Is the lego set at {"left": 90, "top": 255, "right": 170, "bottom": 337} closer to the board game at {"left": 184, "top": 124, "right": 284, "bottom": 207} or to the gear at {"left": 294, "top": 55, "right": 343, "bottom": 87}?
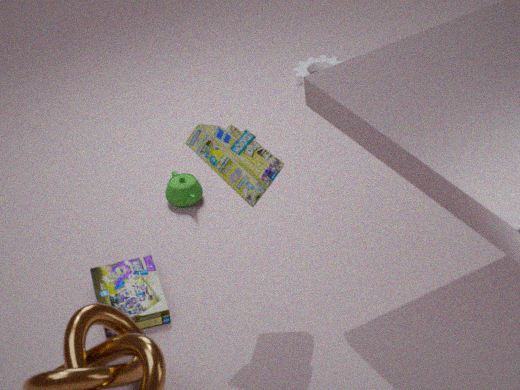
the board game at {"left": 184, "top": 124, "right": 284, "bottom": 207}
